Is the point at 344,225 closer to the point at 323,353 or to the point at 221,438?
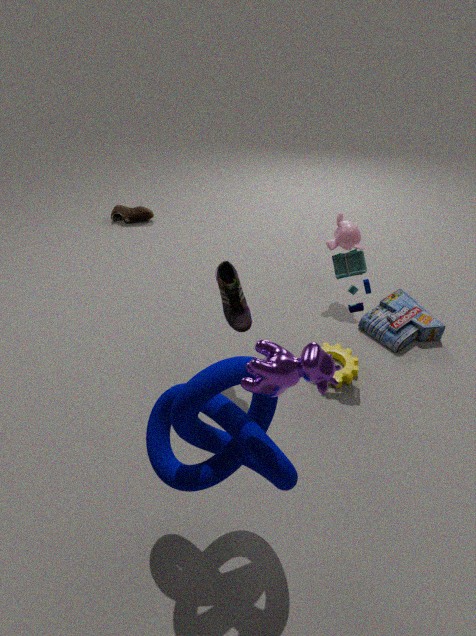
the point at 221,438
